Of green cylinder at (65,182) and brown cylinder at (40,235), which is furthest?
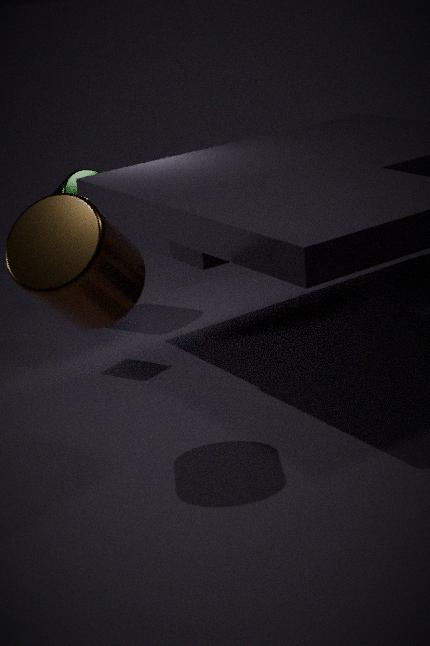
green cylinder at (65,182)
